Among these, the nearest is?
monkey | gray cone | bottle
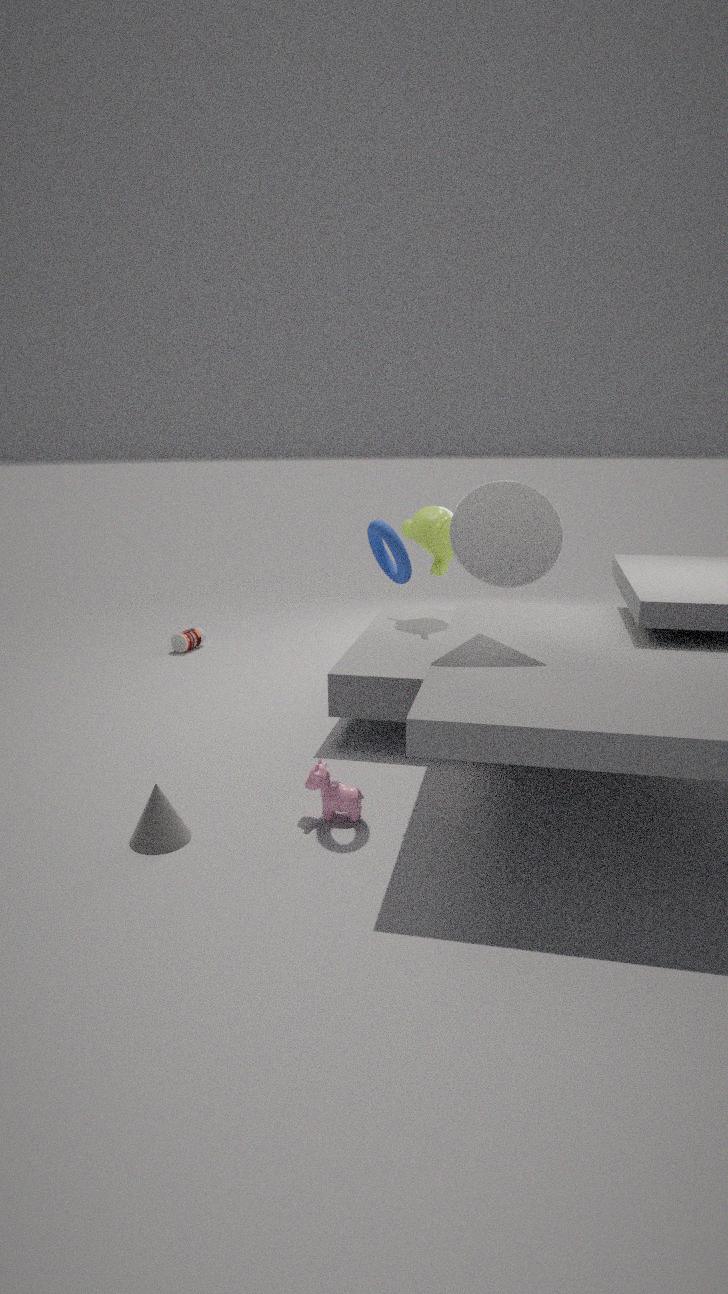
gray cone
